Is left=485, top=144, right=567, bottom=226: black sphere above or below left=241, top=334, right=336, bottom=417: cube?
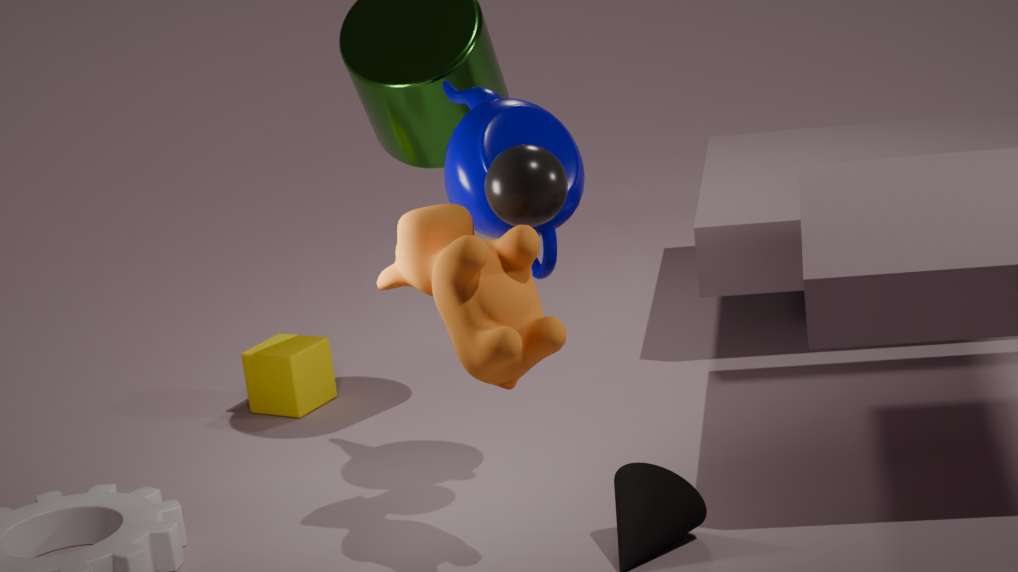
above
